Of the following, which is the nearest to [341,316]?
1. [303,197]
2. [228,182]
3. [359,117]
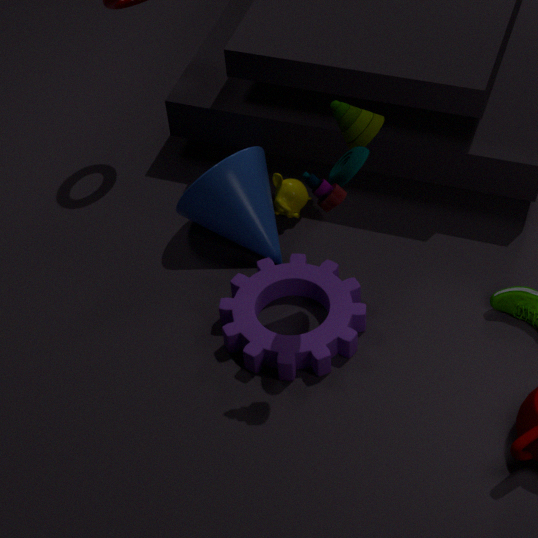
[228,182]
